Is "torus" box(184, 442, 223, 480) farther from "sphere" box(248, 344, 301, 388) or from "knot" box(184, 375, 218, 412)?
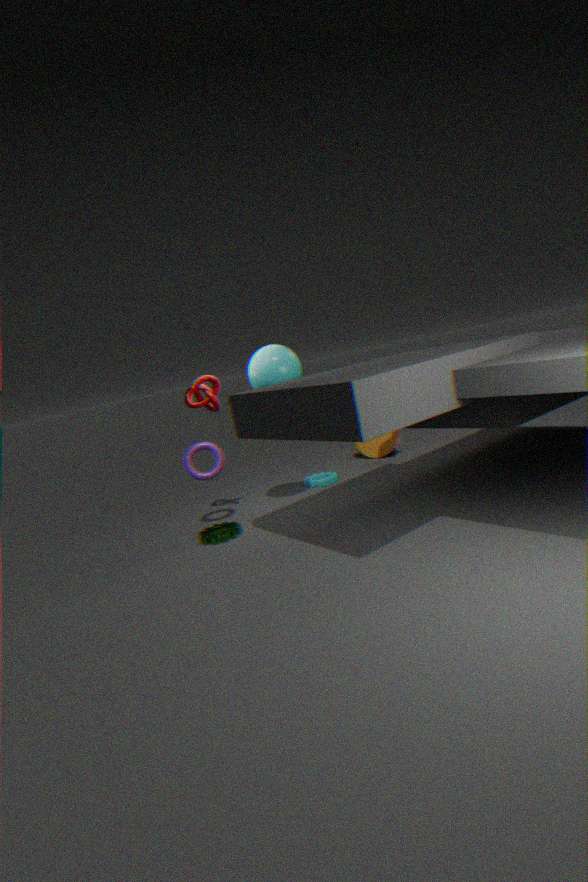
"sphere" box(248, 344, 301, 388)
